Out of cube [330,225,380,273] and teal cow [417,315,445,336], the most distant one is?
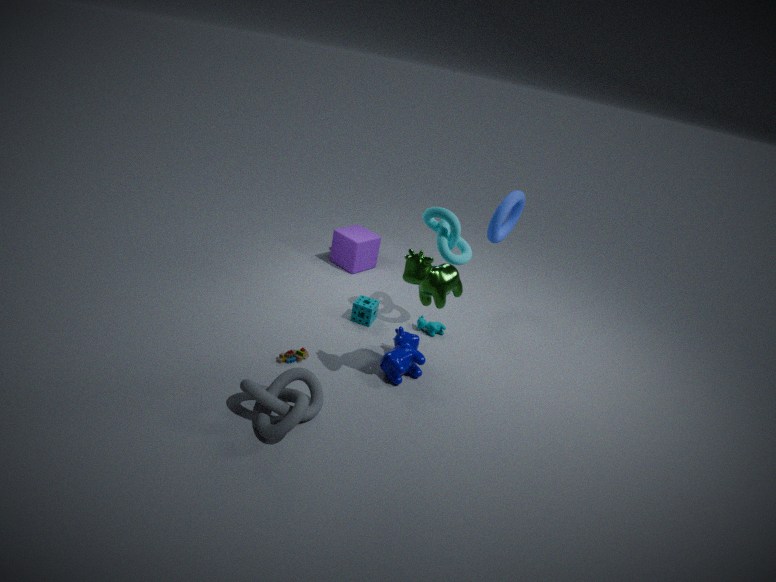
cube [330,225,380,273]
